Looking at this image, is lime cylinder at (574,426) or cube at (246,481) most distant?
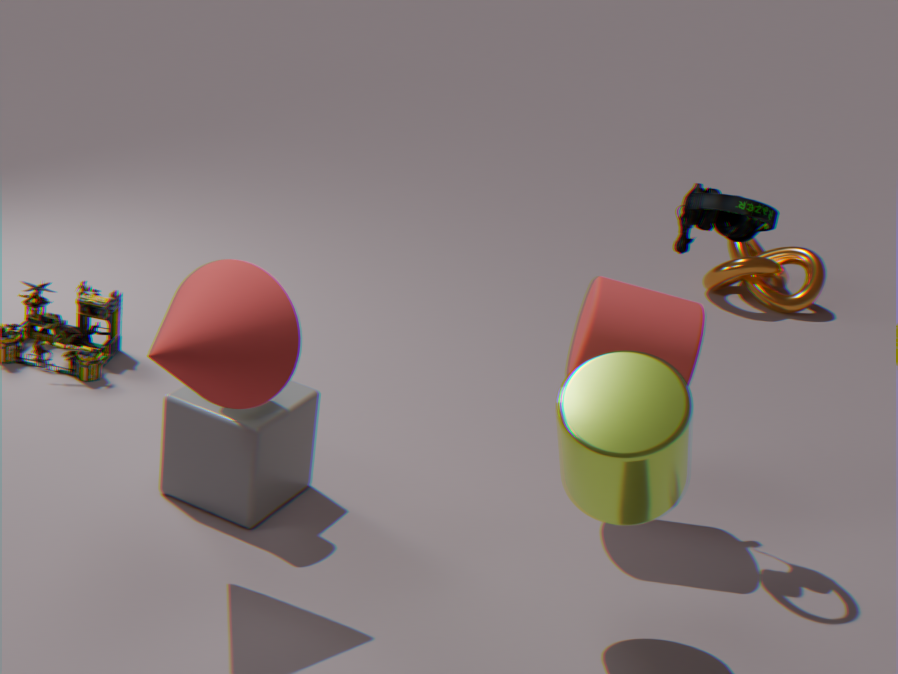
cube at (246,481)
